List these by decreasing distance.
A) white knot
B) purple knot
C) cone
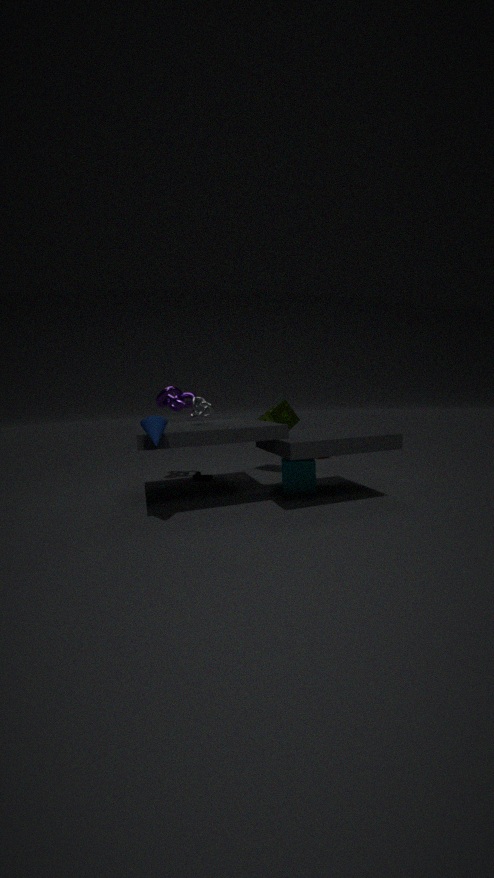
purple knot
white knot
cone
